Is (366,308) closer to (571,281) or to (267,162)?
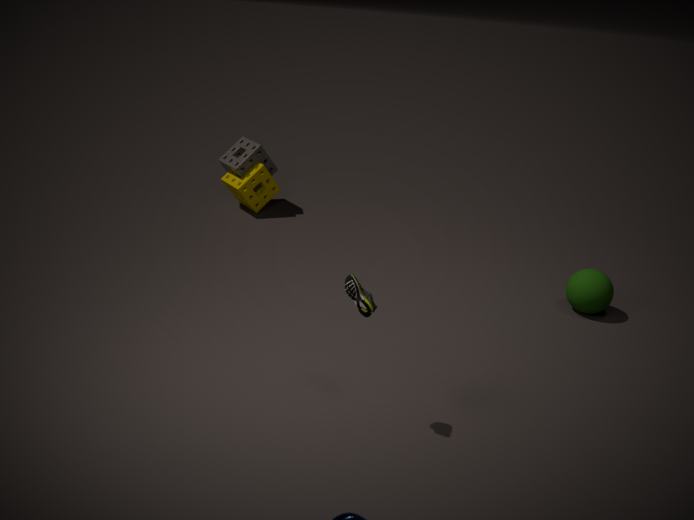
(571,281)
